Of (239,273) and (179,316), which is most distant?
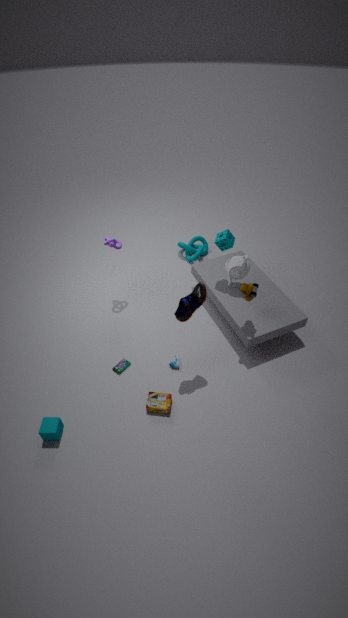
(239,273)
